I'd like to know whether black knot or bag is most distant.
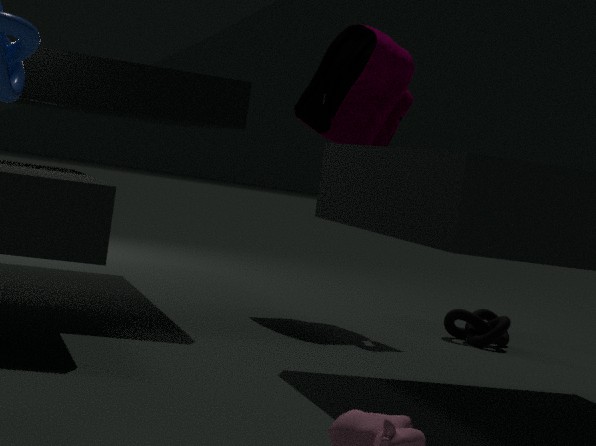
black knot
